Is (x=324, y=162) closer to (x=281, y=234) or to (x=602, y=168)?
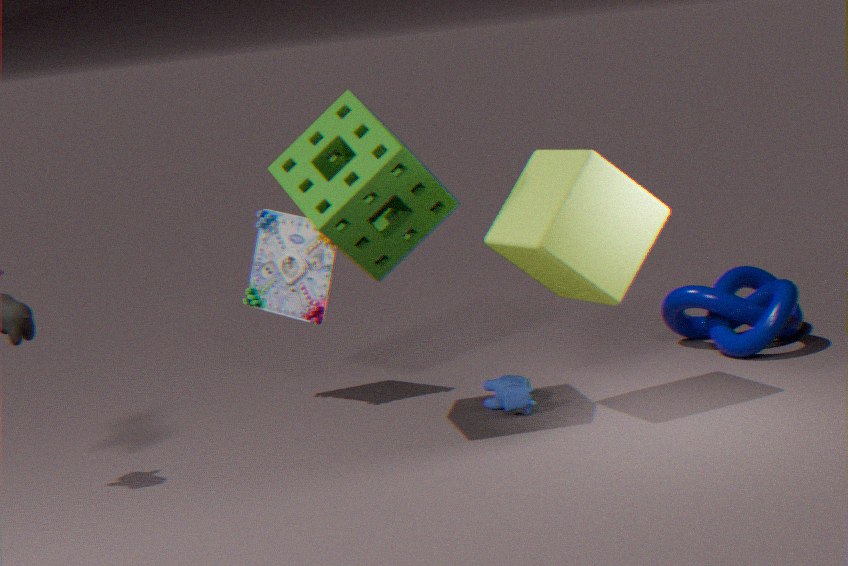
(x=281, y=234)
